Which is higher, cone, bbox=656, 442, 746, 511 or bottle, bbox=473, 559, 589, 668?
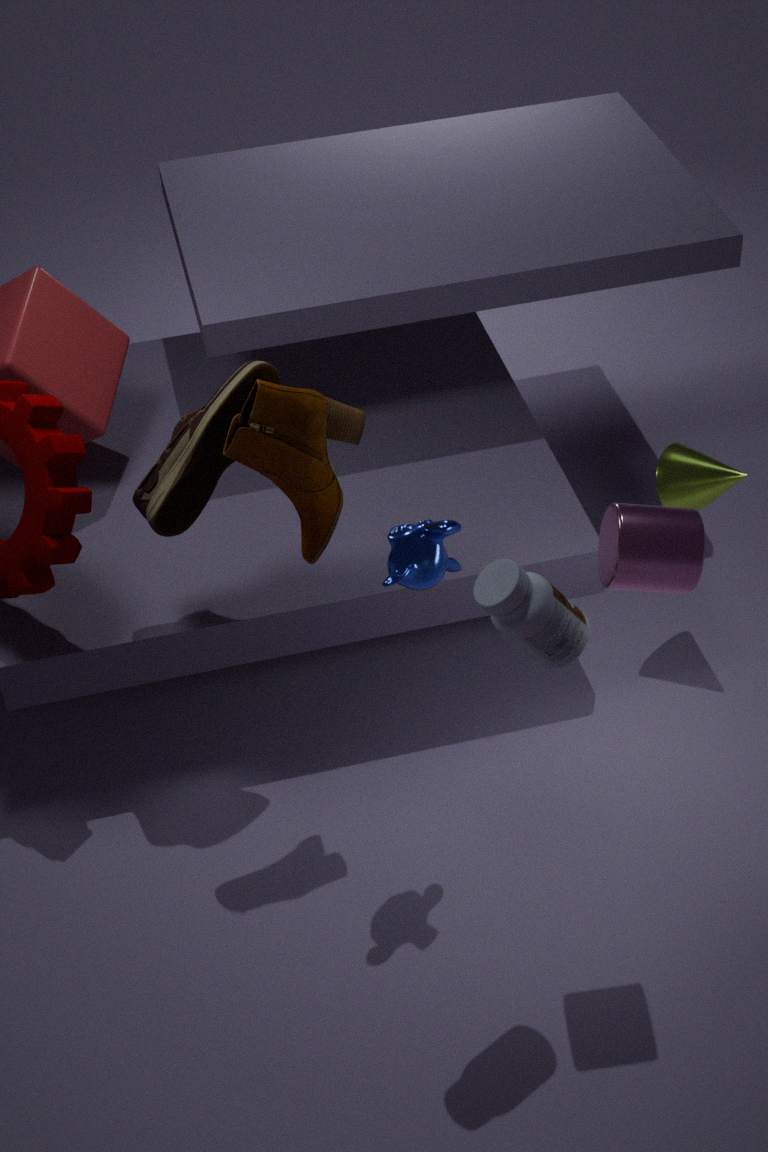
bottle, bbox=473, 559, 589, 668
